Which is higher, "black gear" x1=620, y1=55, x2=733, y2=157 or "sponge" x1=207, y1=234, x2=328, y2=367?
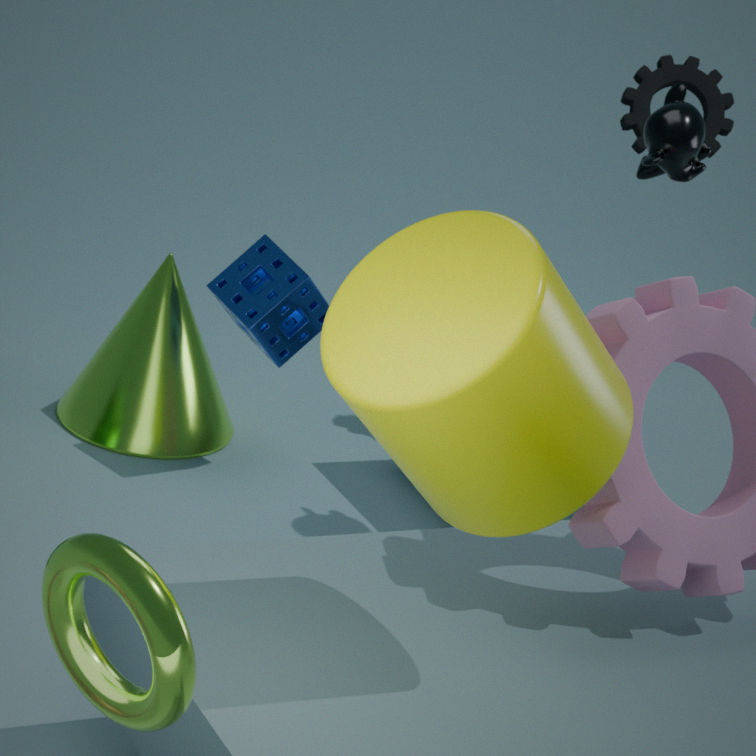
"black gear" x1=620, y1=55, x2=733, y2=157
